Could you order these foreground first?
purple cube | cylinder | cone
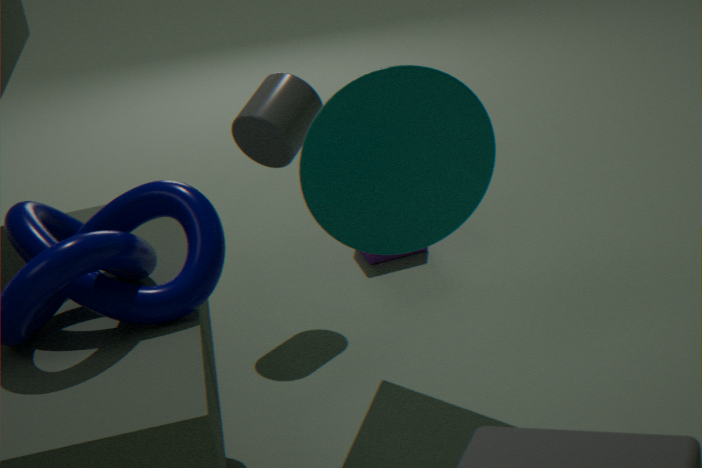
1. cone
2. cylinder
3. purple cube
